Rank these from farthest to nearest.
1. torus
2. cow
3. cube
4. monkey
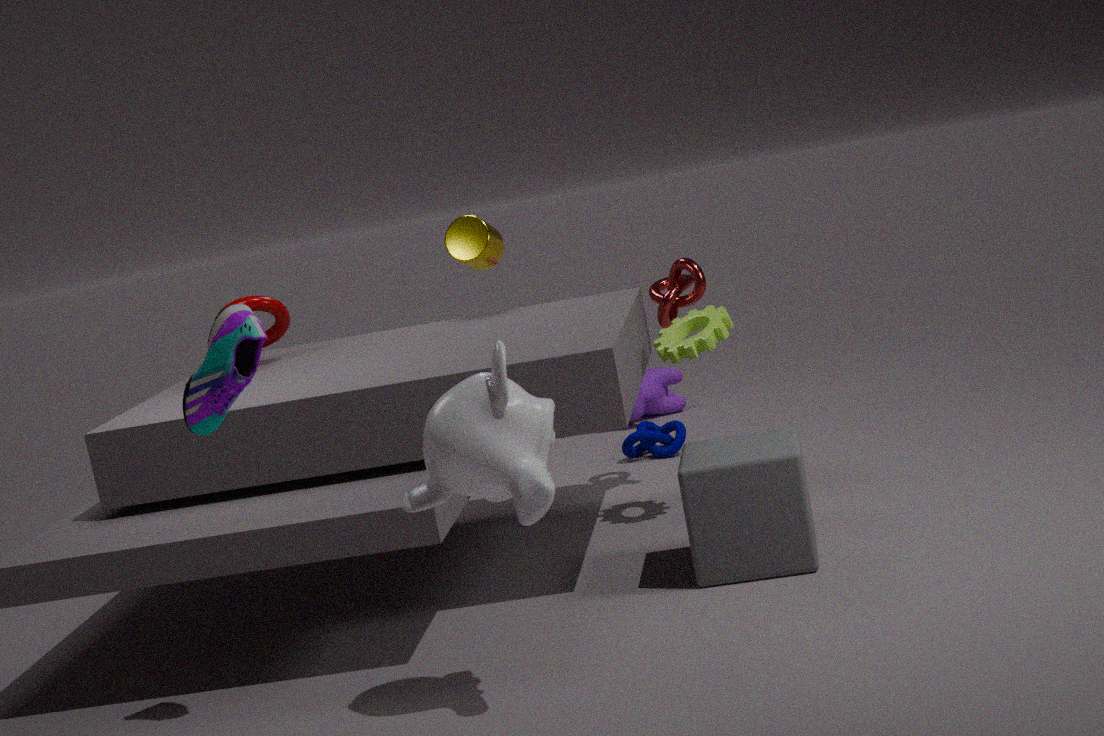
cow → torus → cube → monkey
